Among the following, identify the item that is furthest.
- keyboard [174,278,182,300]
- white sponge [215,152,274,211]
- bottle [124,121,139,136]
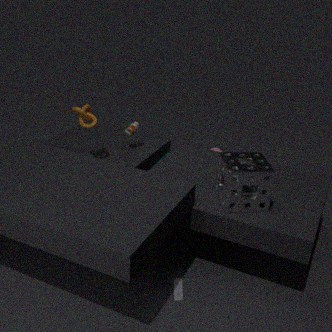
bottle [124,121,139,136]
